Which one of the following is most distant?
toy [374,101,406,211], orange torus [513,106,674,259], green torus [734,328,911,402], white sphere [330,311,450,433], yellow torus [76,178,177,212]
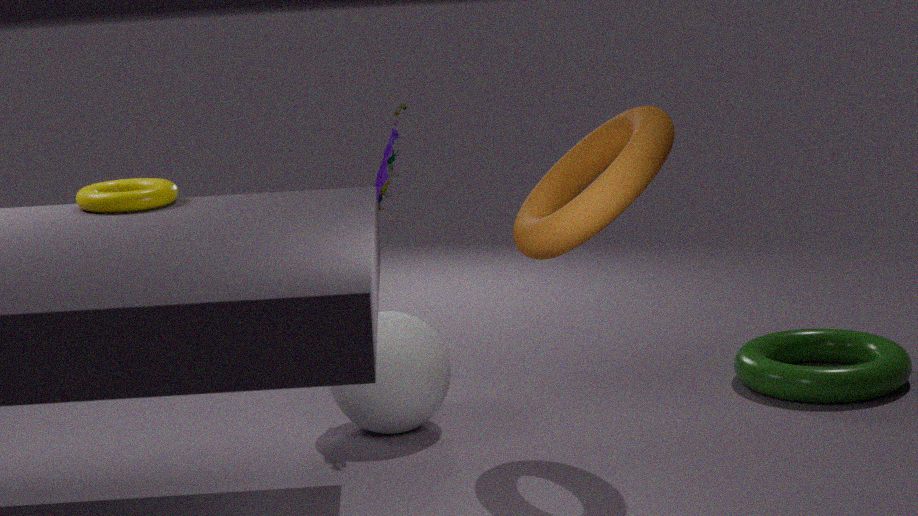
green torus [734,328,911,402]
